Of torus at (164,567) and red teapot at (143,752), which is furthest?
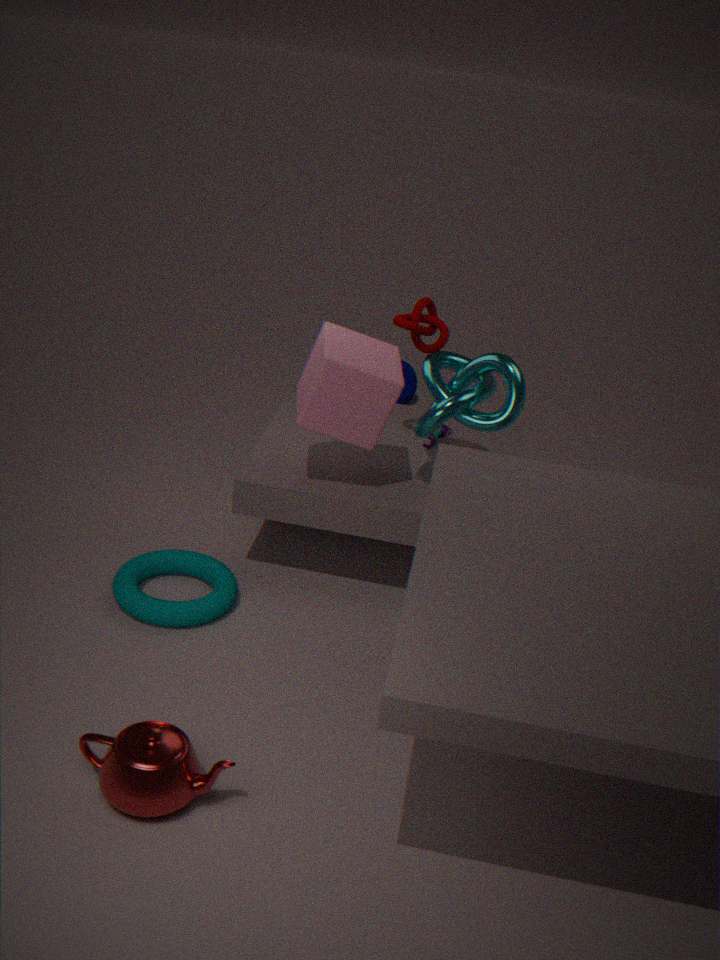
torus at (164,567)
